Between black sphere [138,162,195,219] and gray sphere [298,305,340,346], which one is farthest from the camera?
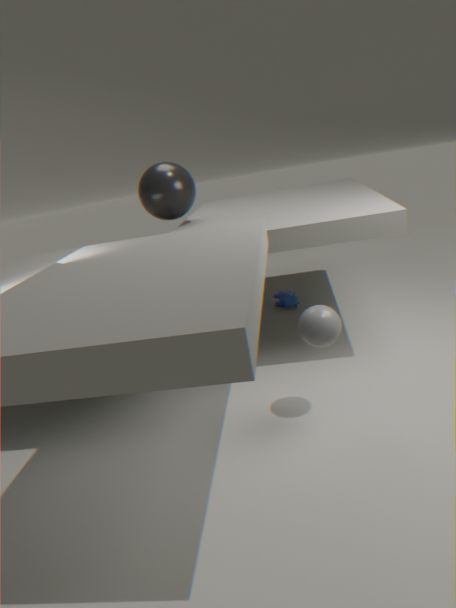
black sphere [138,162,195,219]
